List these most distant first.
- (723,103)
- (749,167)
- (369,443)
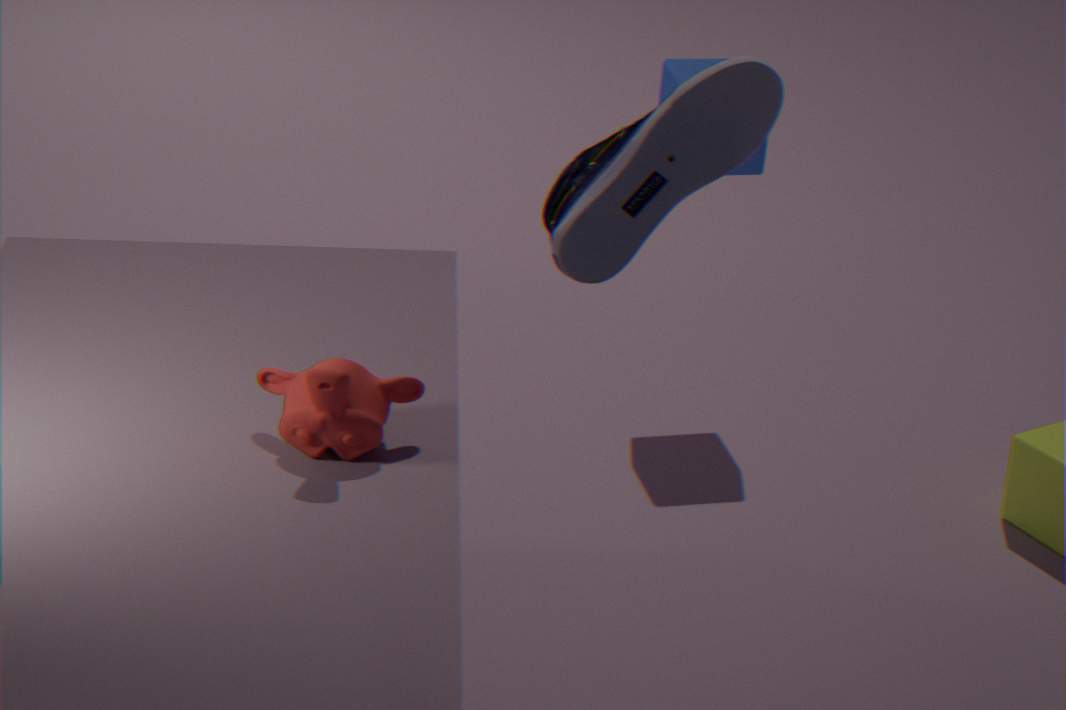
(749,167) < (369,443) < (723,103)
